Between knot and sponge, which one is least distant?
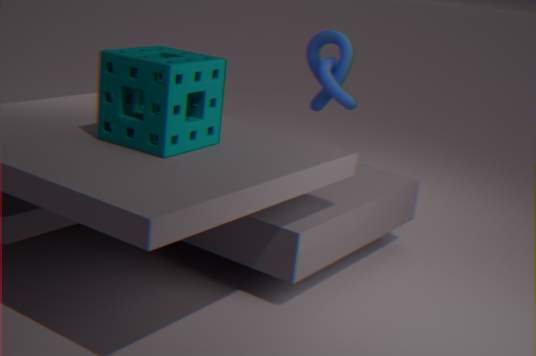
sponge
